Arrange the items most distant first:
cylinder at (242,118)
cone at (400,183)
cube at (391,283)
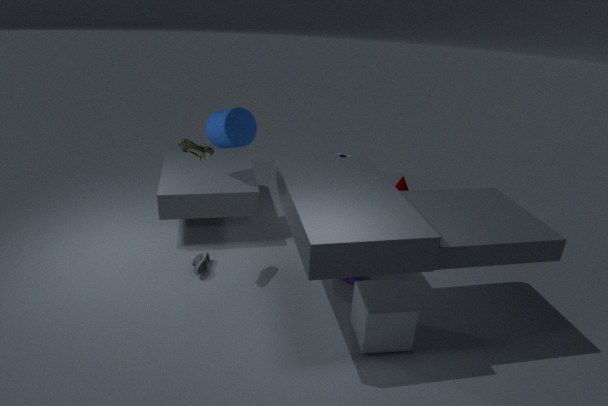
cone at (400,183) → cylinder at (242,118) → cube at (391,283)
